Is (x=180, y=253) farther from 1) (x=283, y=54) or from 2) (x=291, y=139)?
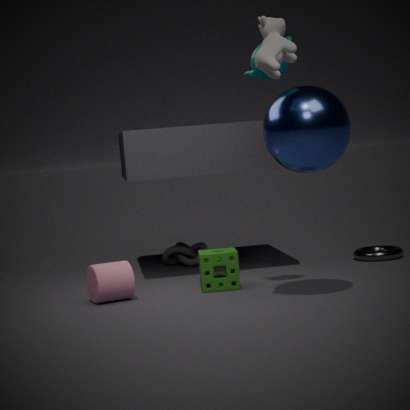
1) (x=283, y=54)
